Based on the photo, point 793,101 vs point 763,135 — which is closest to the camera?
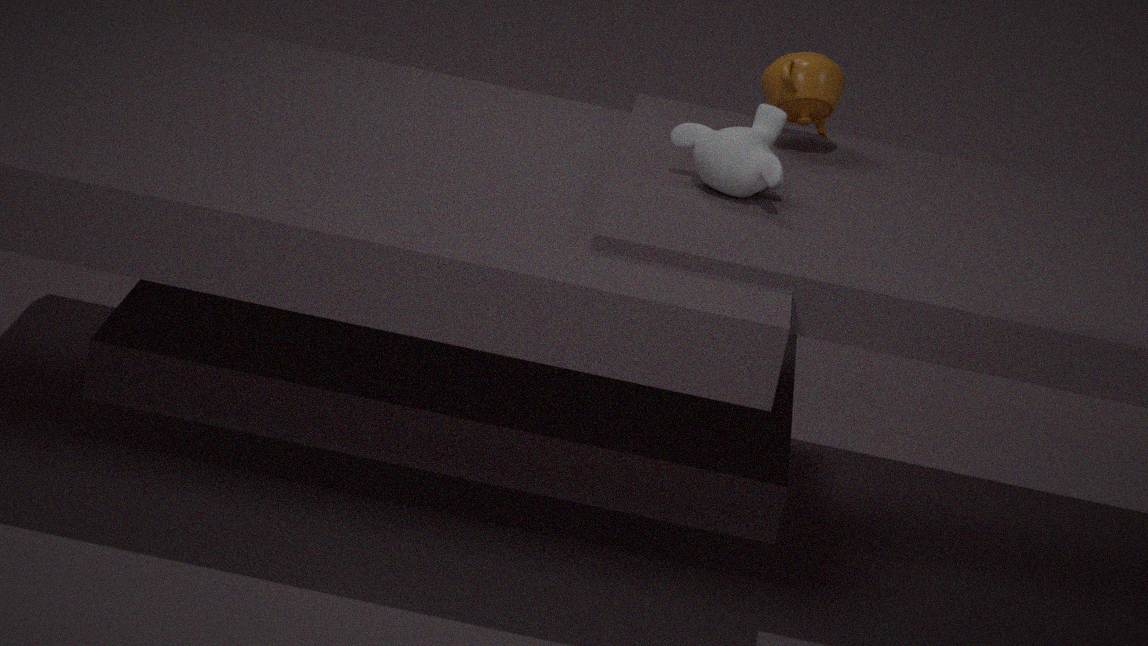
point 763,135
